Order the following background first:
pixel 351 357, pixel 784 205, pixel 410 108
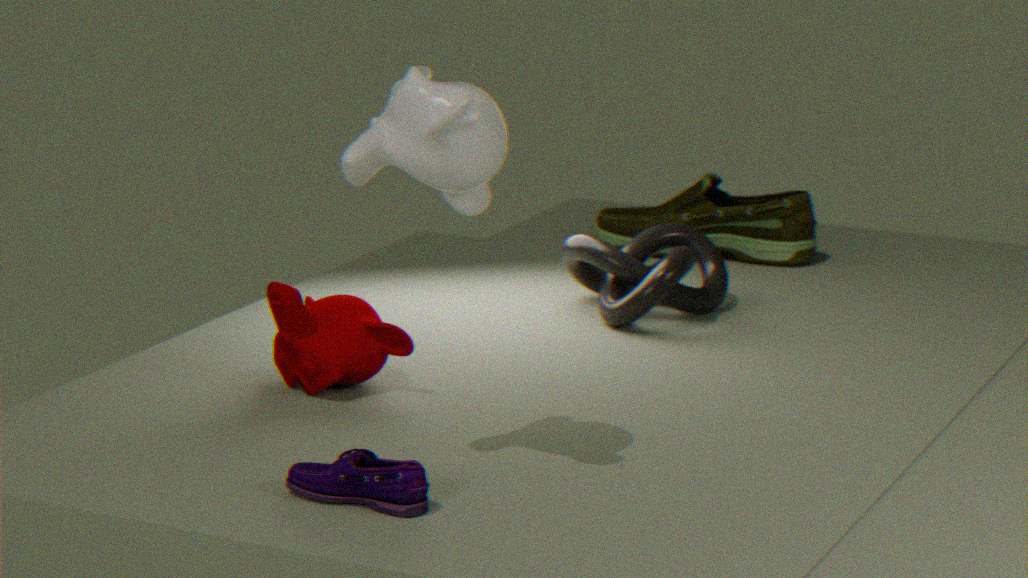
1. pixel 784 205
2. pixel 351 357
3. pixel 410 108
